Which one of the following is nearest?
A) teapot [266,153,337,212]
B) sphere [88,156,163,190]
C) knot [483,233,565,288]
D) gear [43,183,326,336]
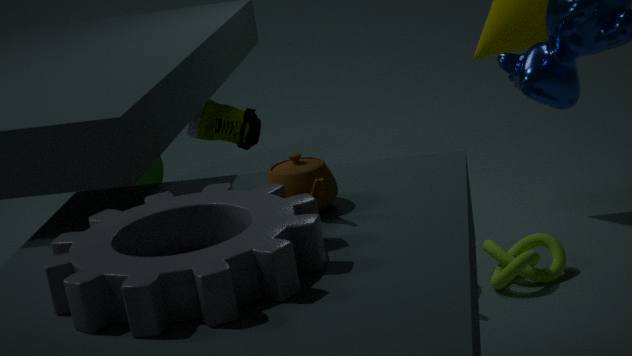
gear [43,183,326,336]
